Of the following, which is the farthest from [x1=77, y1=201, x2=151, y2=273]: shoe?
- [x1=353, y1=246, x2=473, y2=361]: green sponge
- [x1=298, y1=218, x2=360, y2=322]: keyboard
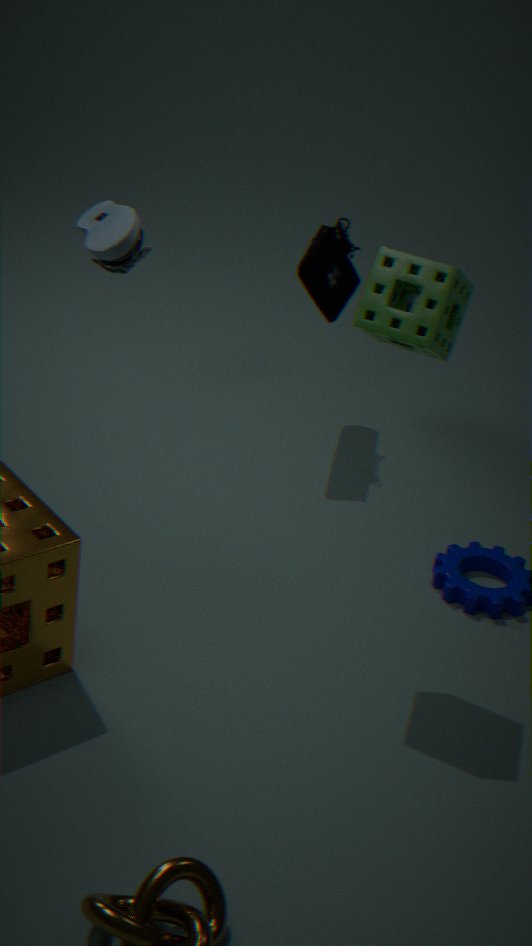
[x1=298, y1=218, x2=360, y2=322]: keyboard
